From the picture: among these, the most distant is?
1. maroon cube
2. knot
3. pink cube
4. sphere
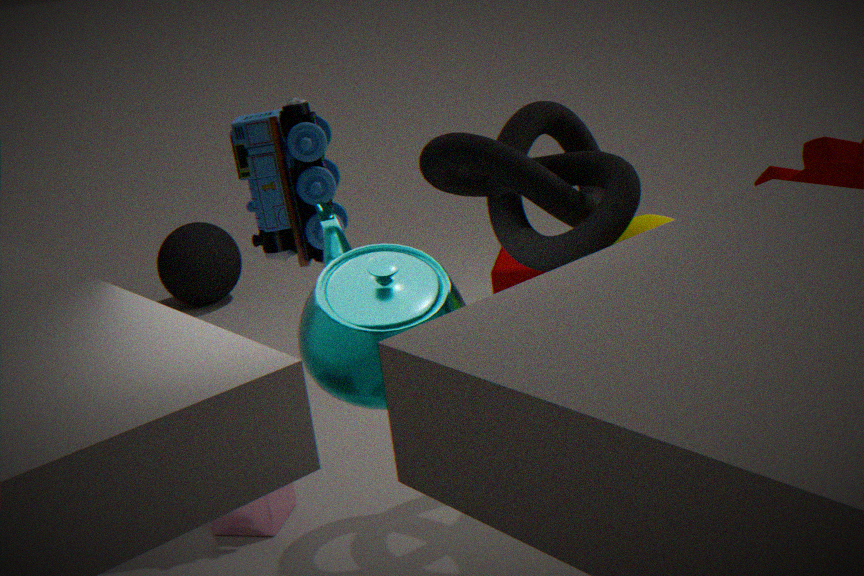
sphere
